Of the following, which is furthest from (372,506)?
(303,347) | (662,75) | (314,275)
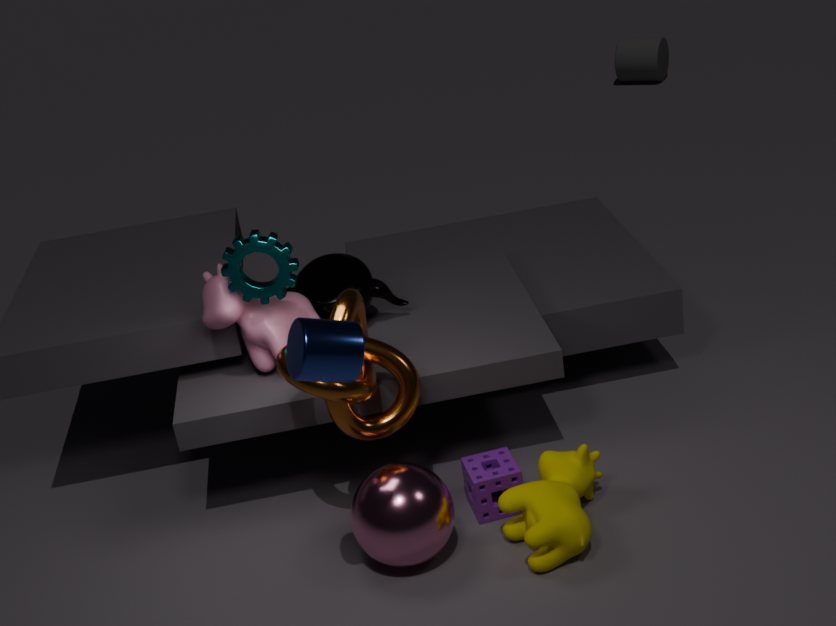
(662,75)
